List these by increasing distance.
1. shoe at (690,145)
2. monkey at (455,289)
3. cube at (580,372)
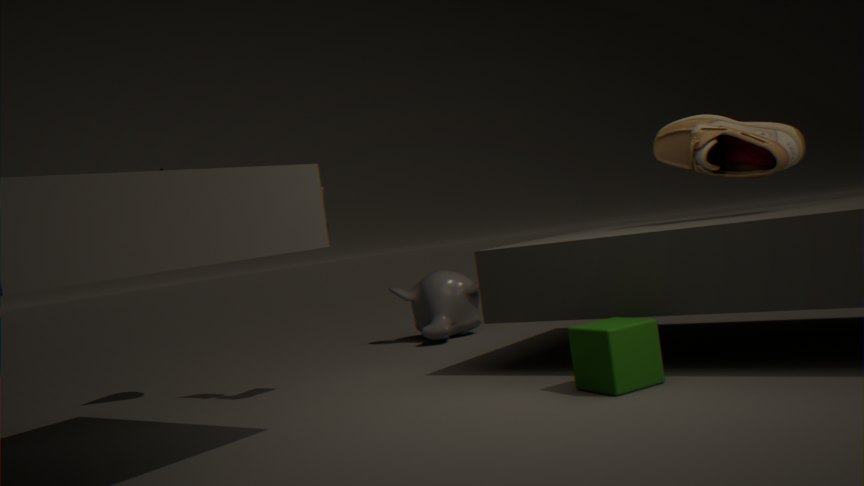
cube at (580,372) → shoe at (690,145) → monkey at (455,289)
